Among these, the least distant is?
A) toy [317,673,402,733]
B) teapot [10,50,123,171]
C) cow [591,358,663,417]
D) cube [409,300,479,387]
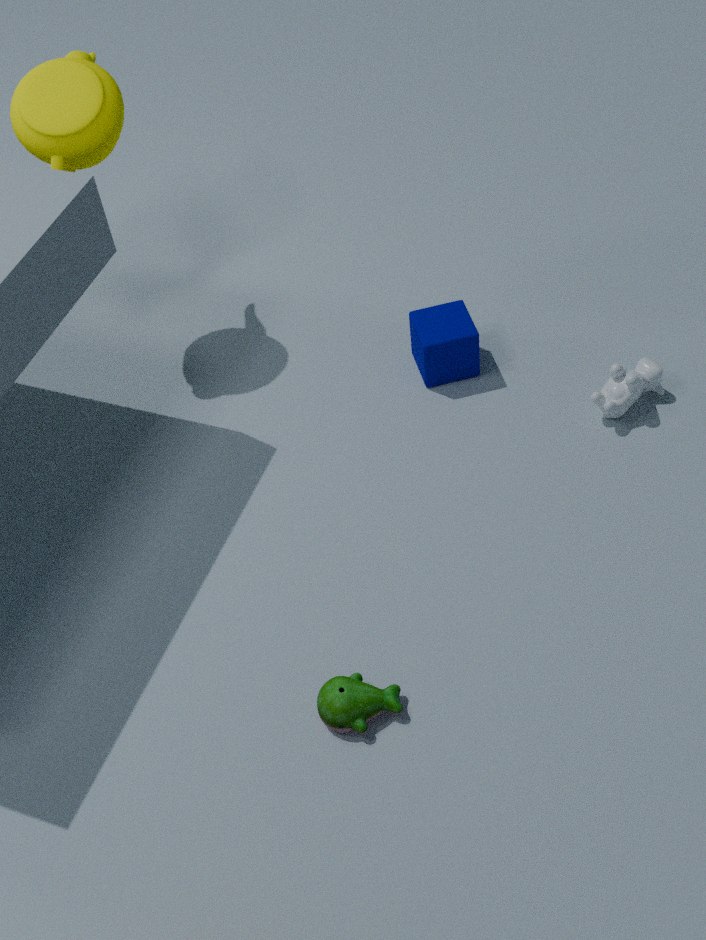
toy [317,673,402,733]
